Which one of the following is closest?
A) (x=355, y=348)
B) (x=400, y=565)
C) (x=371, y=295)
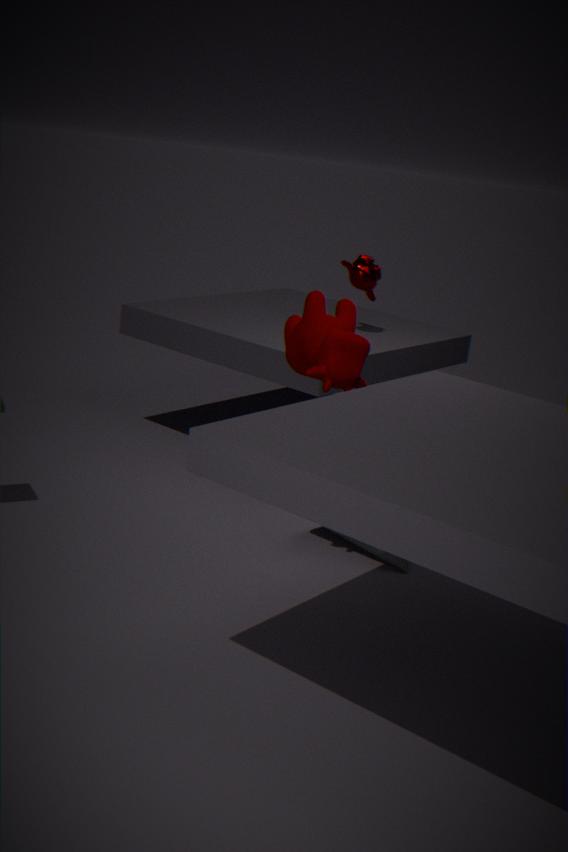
(x=355, y=348)
